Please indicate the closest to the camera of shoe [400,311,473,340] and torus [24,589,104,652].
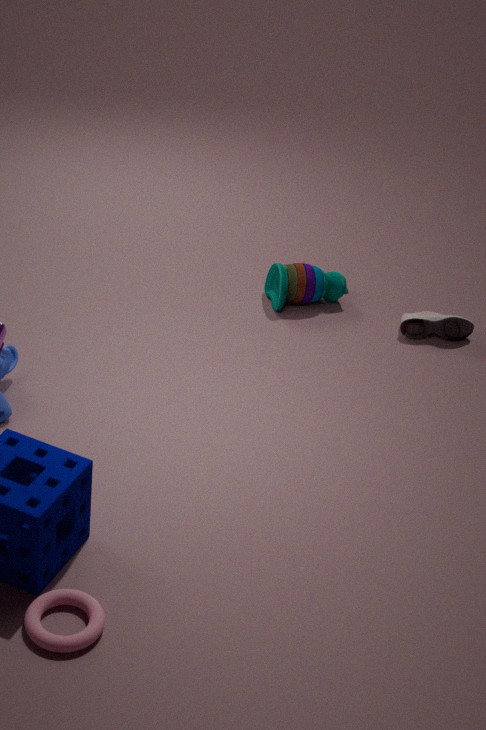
torus [24,589,104,652]
